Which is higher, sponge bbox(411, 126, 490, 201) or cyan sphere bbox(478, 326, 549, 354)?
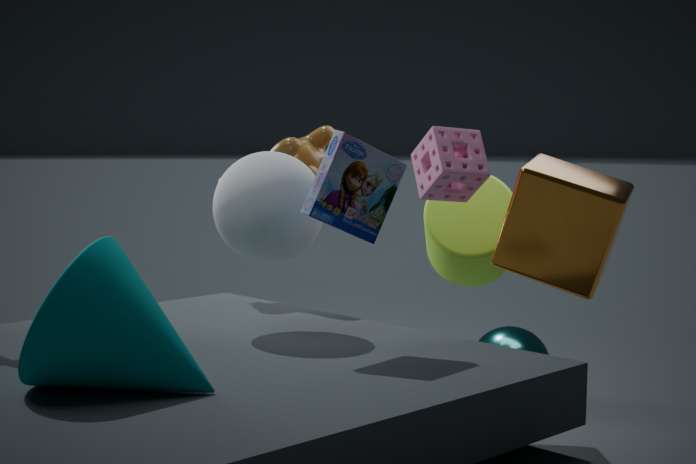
sponge bbox(411, 126, 490, 201)
